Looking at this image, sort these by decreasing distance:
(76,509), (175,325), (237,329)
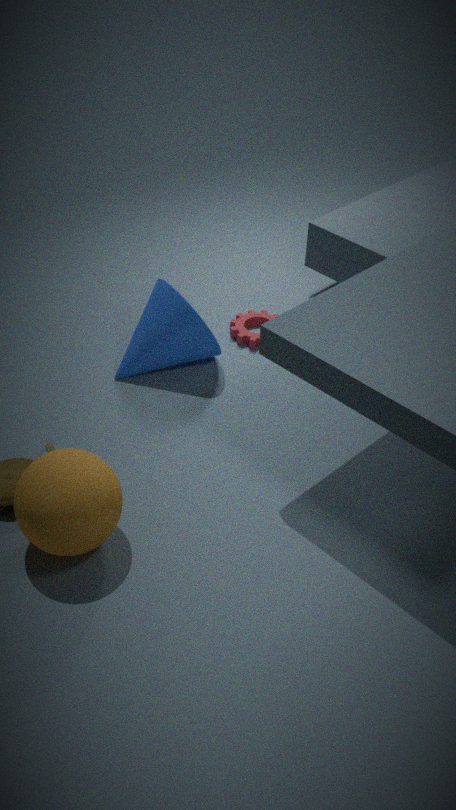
(237,329)
(175,325)
(76,509)
